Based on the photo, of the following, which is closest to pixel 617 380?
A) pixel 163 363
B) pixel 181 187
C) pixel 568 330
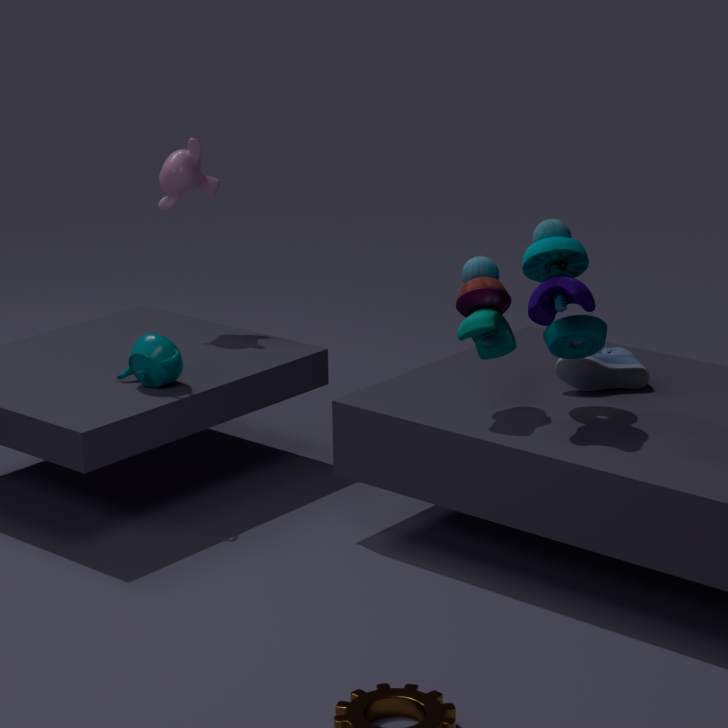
pixel 568 330
